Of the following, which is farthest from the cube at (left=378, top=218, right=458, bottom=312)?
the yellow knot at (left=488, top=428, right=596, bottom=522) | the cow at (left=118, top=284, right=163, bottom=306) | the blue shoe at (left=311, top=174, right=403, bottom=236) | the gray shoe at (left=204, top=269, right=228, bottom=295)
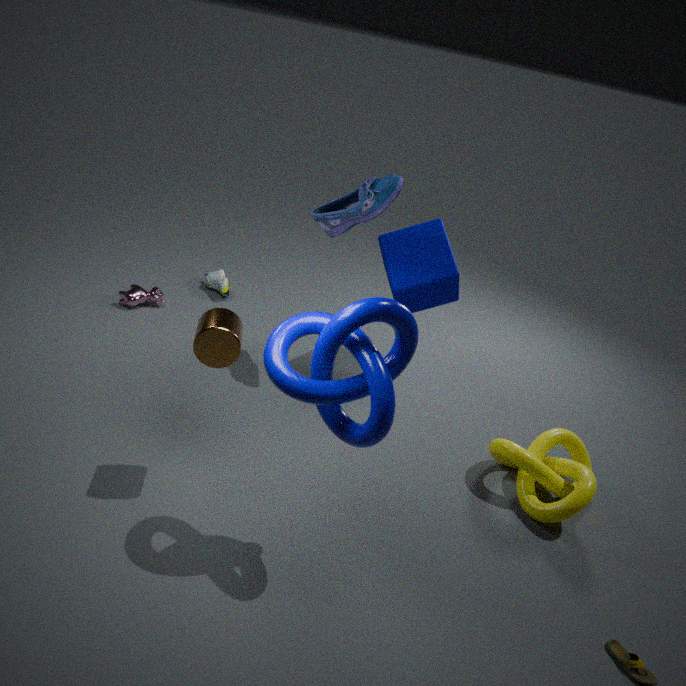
the cow at (left=118, top=284, right=163, bottom=306)
